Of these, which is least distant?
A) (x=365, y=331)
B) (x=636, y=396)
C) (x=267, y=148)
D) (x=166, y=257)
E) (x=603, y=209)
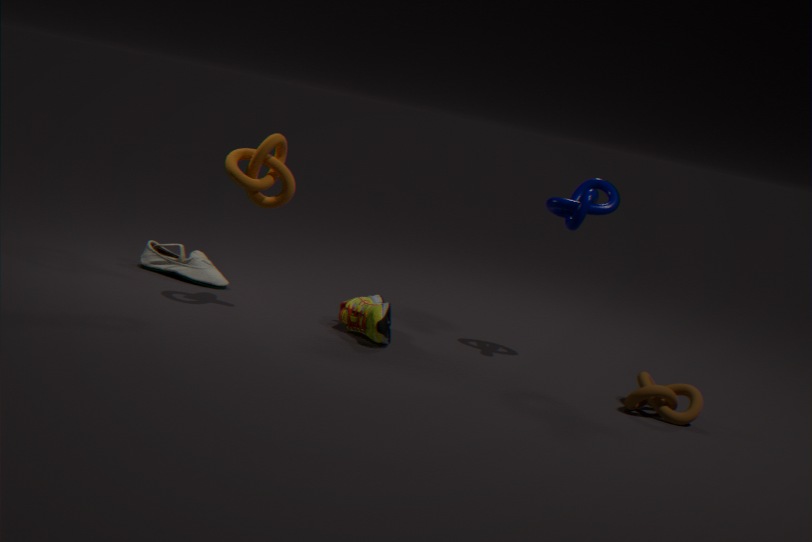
B. (x=636, y=396)
